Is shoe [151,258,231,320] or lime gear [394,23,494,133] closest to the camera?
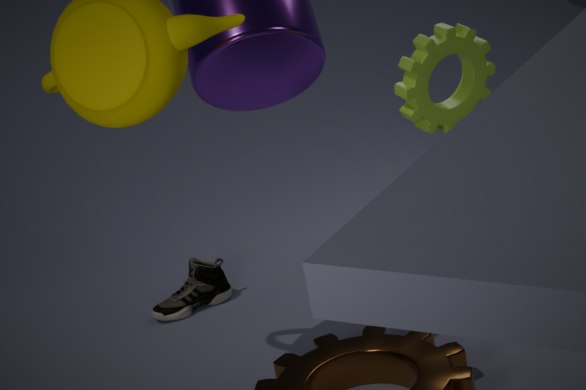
lime gear [394,23,494,133]
